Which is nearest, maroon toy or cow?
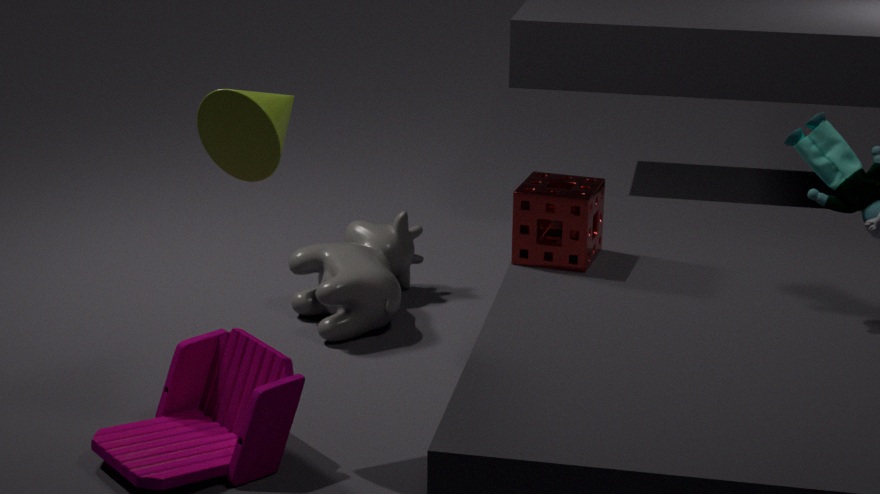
maroon toy
